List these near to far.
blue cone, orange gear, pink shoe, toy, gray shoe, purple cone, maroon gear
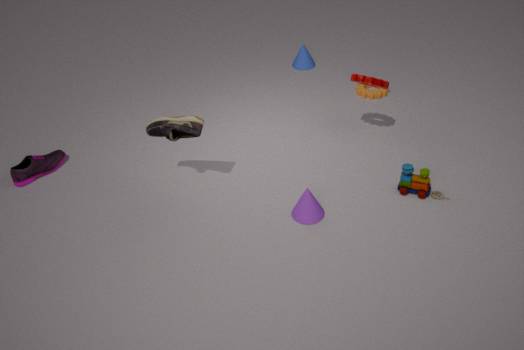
purple cone < gray shoe < toy < maroon gear < pink shoe < orange gear < blue cone
